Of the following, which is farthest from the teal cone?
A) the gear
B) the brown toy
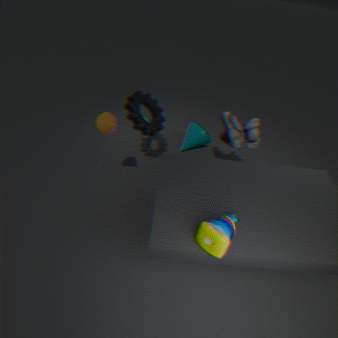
the brown toy
